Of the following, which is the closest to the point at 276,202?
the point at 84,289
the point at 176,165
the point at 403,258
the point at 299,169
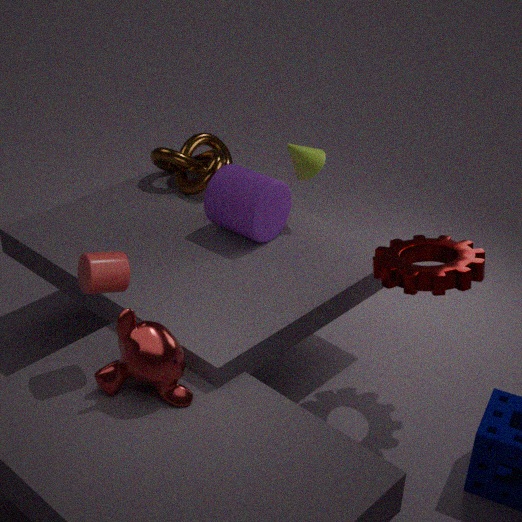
the point at 299,169
